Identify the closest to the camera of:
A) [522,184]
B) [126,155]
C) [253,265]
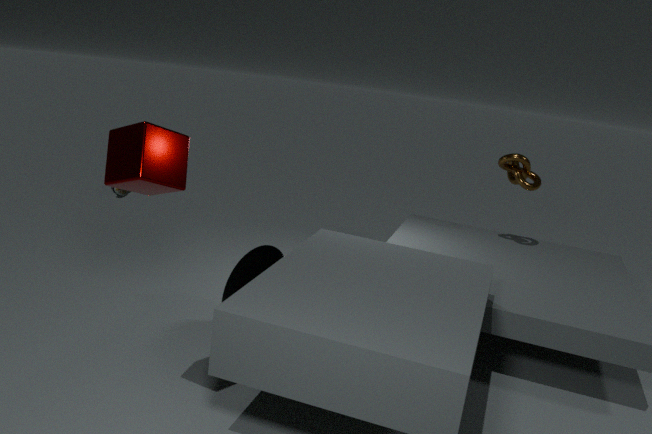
[126,155]
